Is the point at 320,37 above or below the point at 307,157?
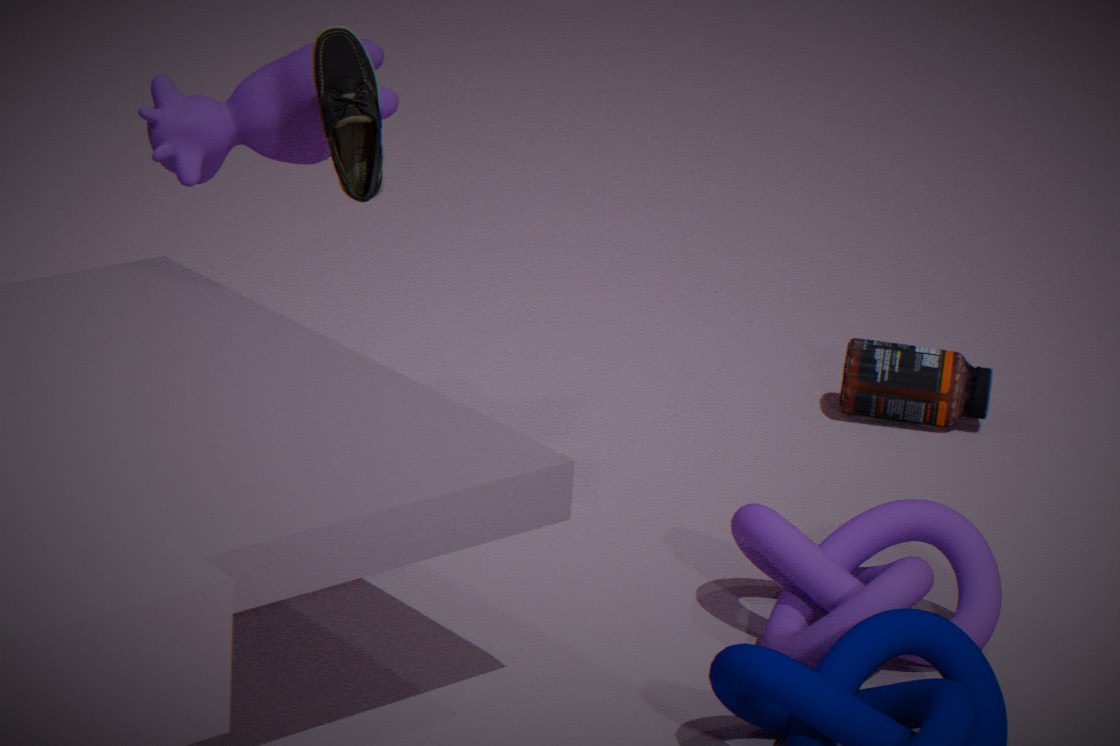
above
